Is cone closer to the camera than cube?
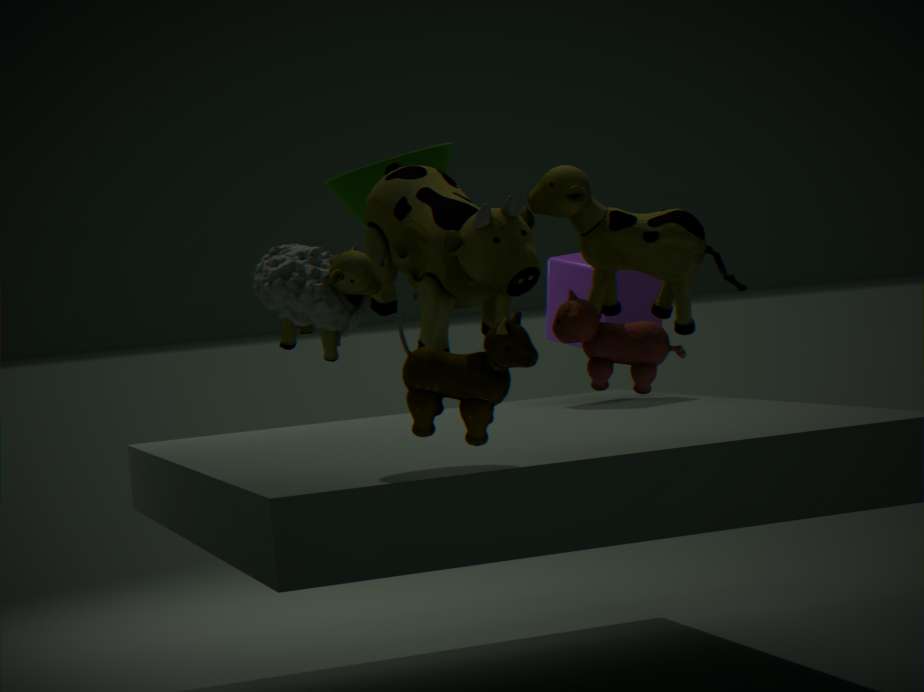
Yes
